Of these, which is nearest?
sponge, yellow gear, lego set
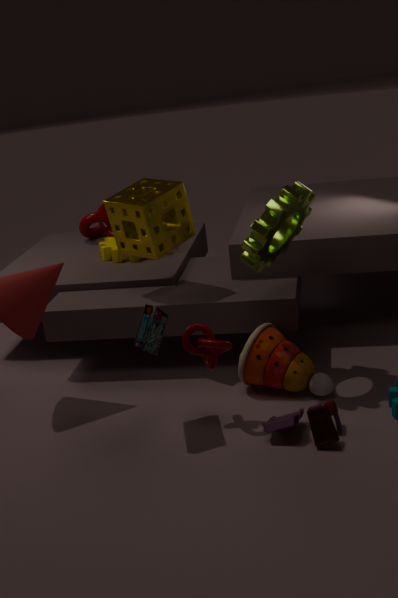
lego set
